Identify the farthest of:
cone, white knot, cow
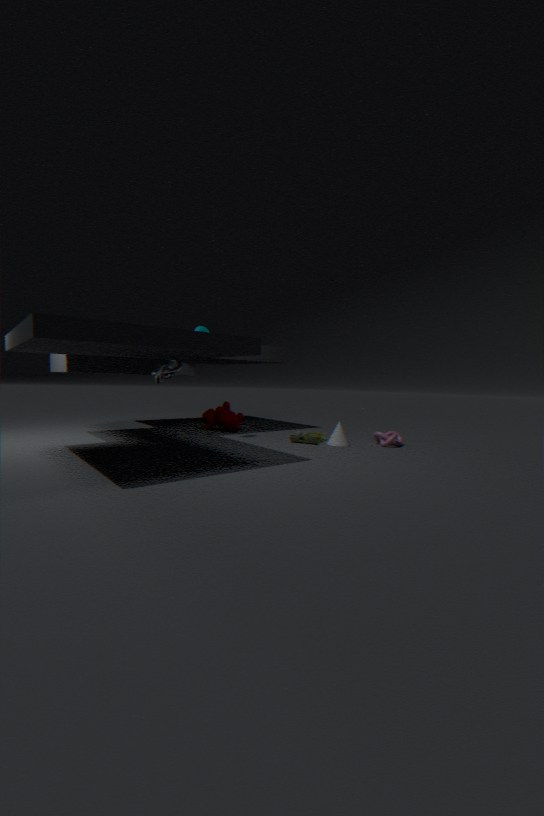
cow
